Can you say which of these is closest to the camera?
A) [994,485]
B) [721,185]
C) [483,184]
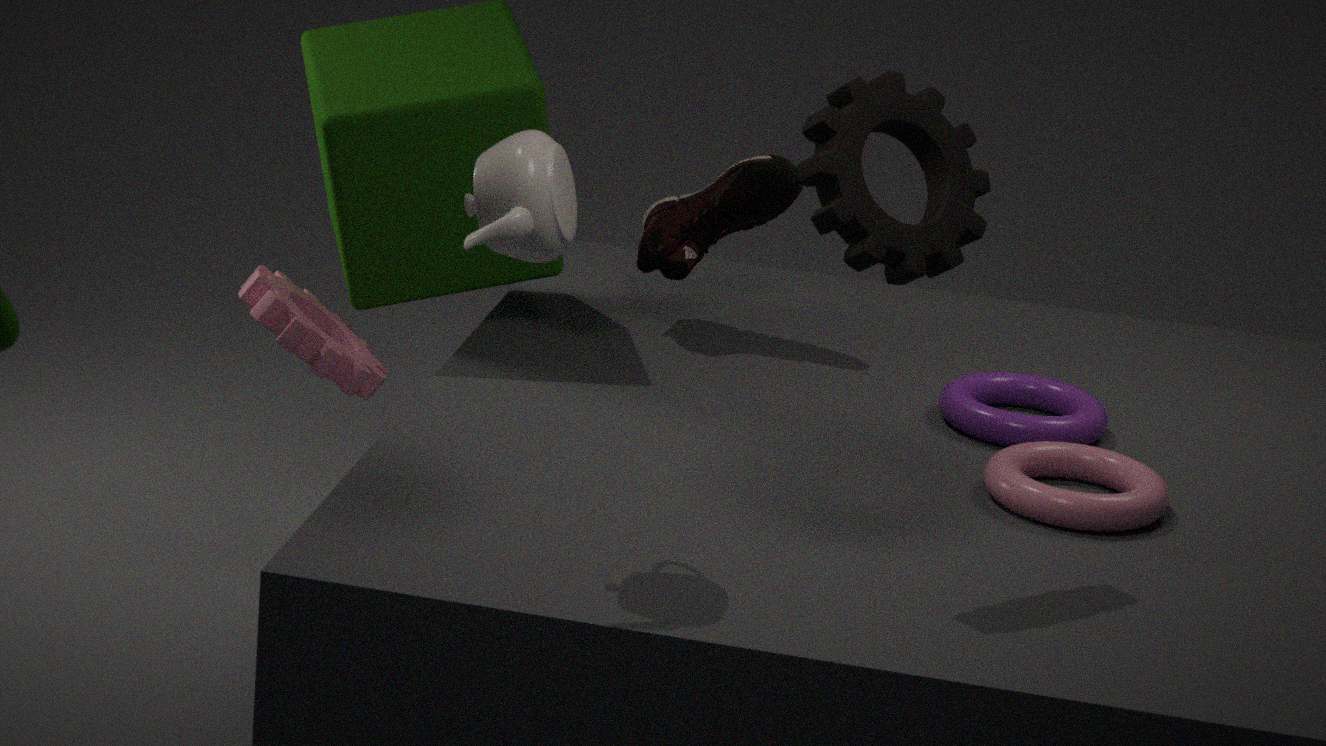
[483,184]
